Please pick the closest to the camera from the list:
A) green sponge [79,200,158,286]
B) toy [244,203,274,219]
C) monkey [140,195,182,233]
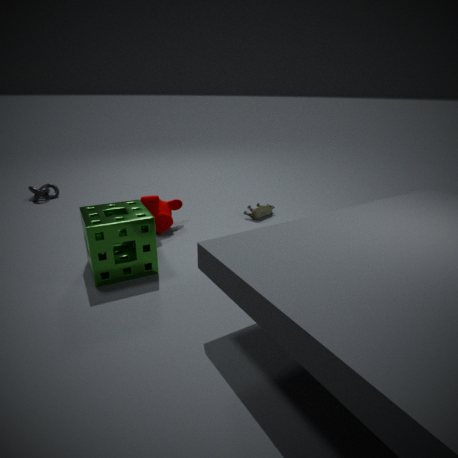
green sponge [79,200,158,286]
